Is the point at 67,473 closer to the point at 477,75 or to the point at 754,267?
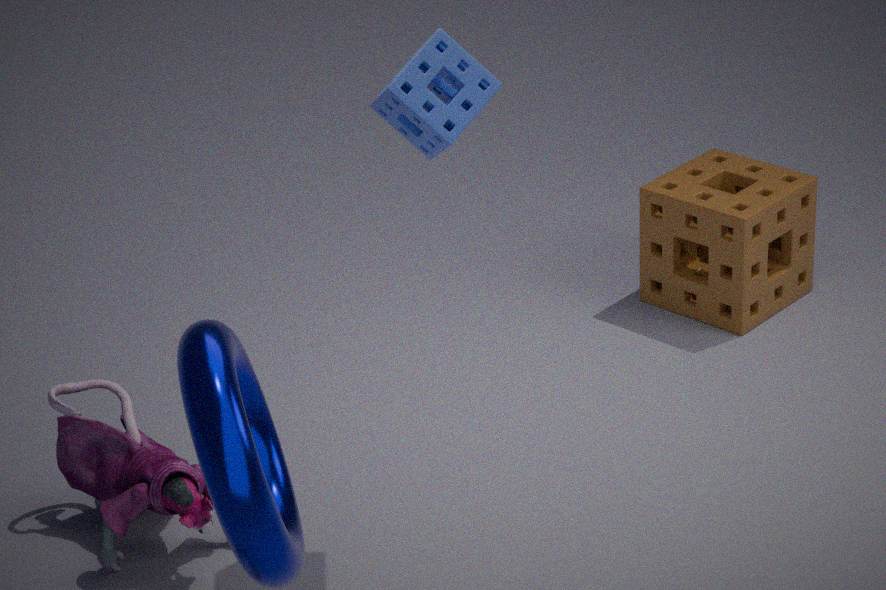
the point at 477,75
